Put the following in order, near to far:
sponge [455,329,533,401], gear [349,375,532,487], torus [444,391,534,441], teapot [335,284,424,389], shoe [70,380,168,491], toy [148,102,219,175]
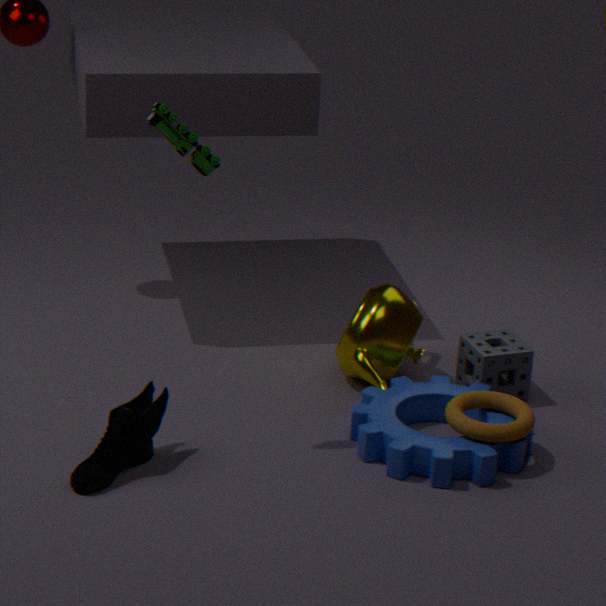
toy [148,102,219,175], shoe [70,380,168,491], gear [349,375,532,487], torus [444,391,534,441], teapot [335,284,424,389], sponge [455,329,533,401]
